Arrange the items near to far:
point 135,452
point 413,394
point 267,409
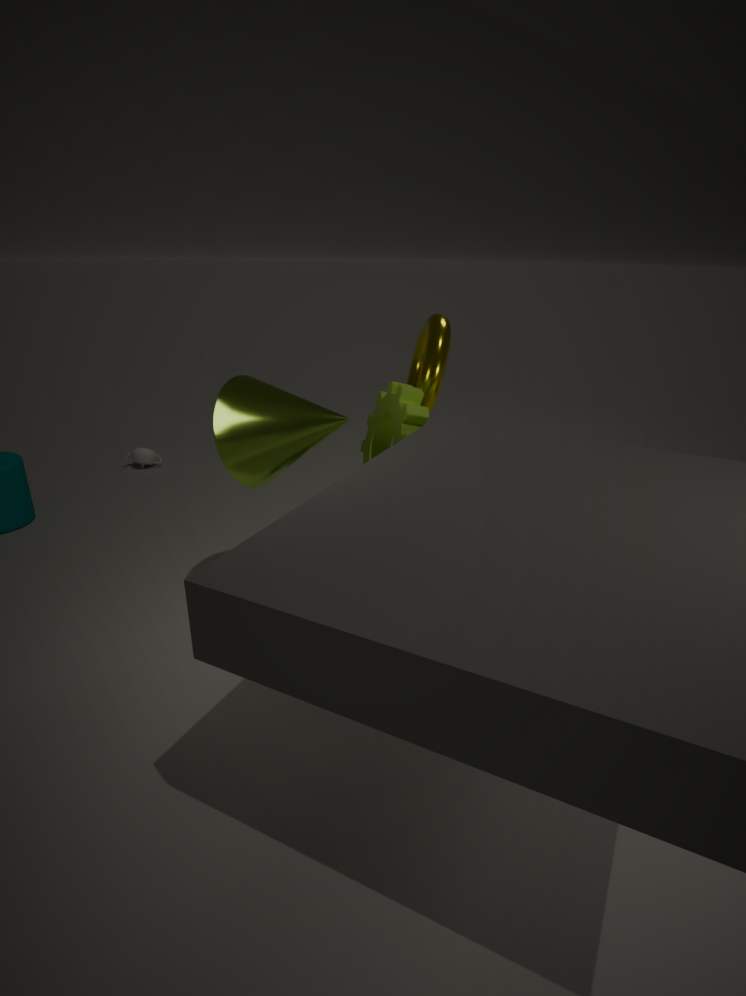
1. point 267,409
2. point 413,394
3. point 135,452
